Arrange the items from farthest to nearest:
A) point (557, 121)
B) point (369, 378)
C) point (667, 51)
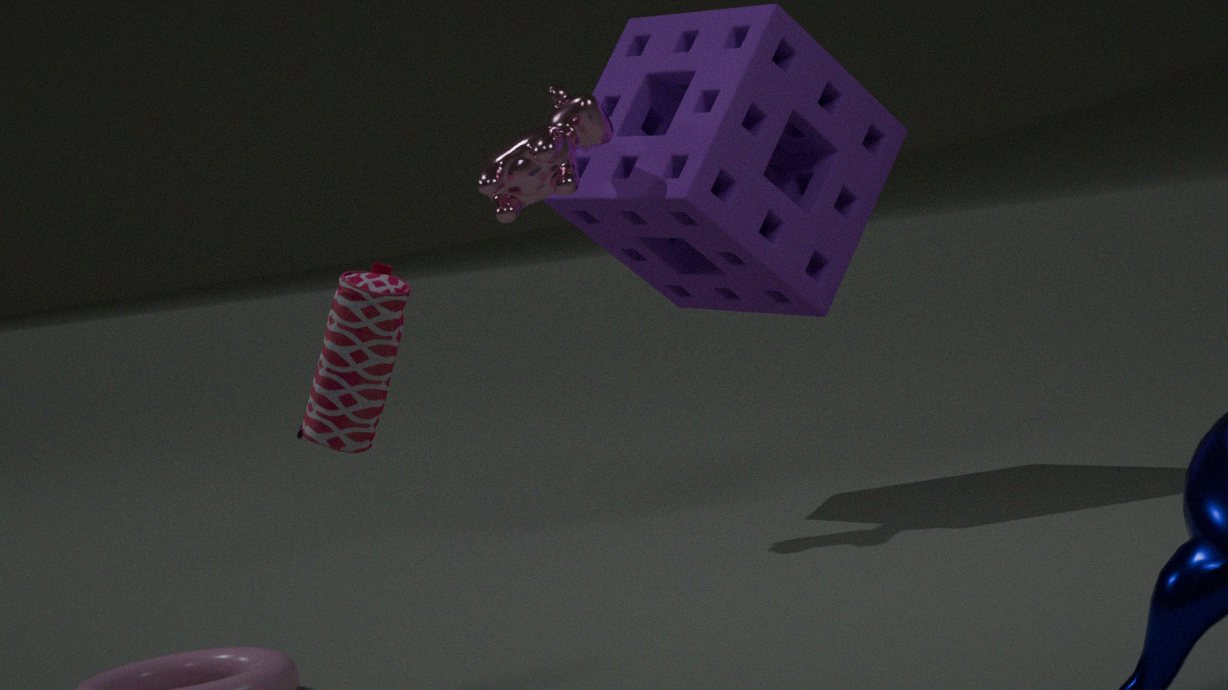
point (667, 51) < point (557, 121) < point (369, 378)
